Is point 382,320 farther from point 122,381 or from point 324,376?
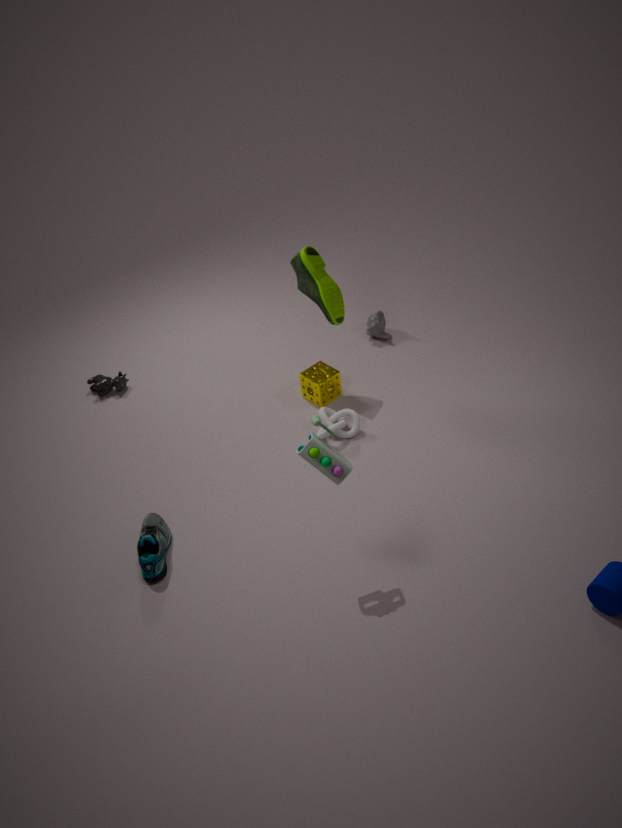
point 122,381
